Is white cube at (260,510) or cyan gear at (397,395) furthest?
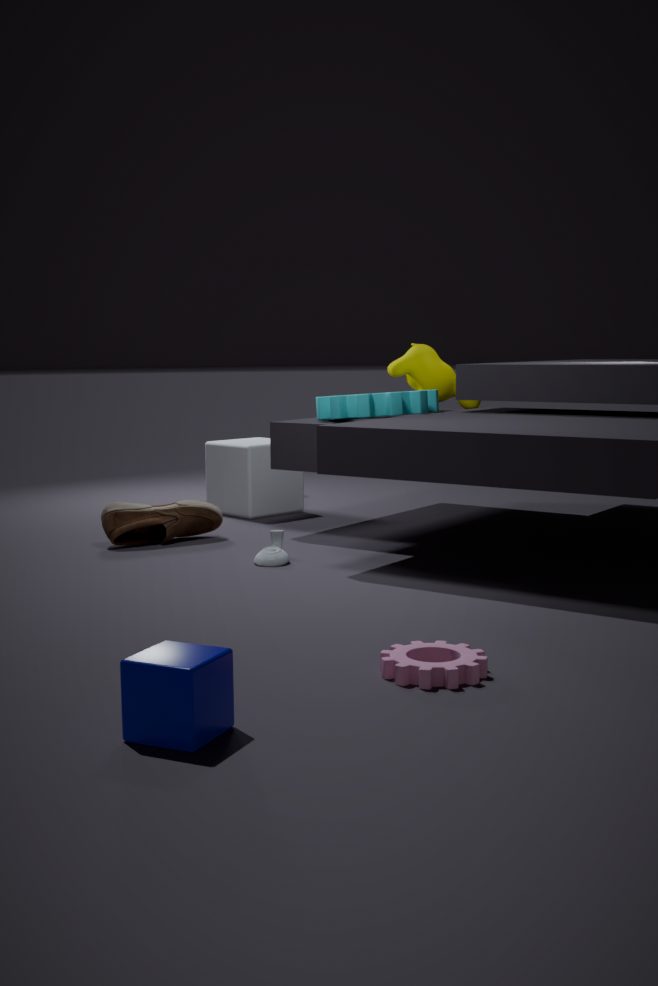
white cube at (260,510)
